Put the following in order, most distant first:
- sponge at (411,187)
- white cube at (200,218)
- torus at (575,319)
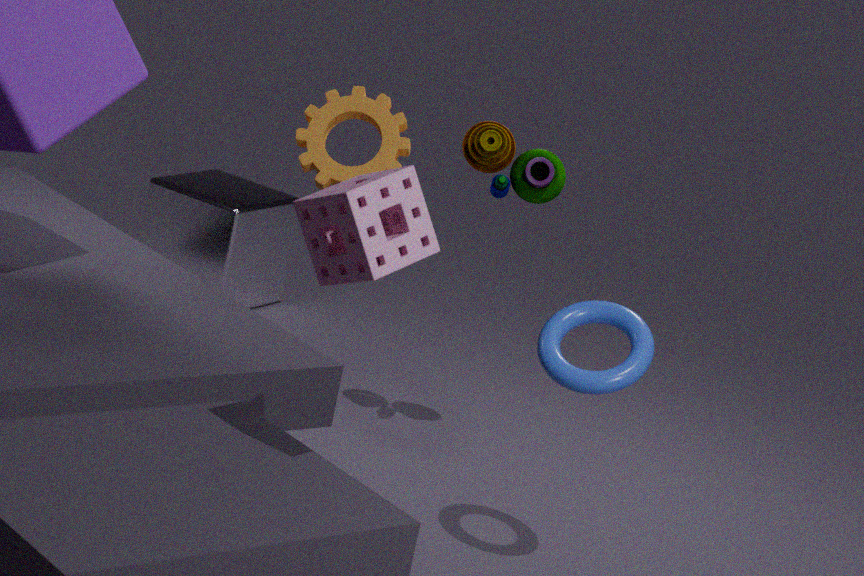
1. white cube at (200,218)
2. torus at (575,319)
3. sponge at (411,187)
